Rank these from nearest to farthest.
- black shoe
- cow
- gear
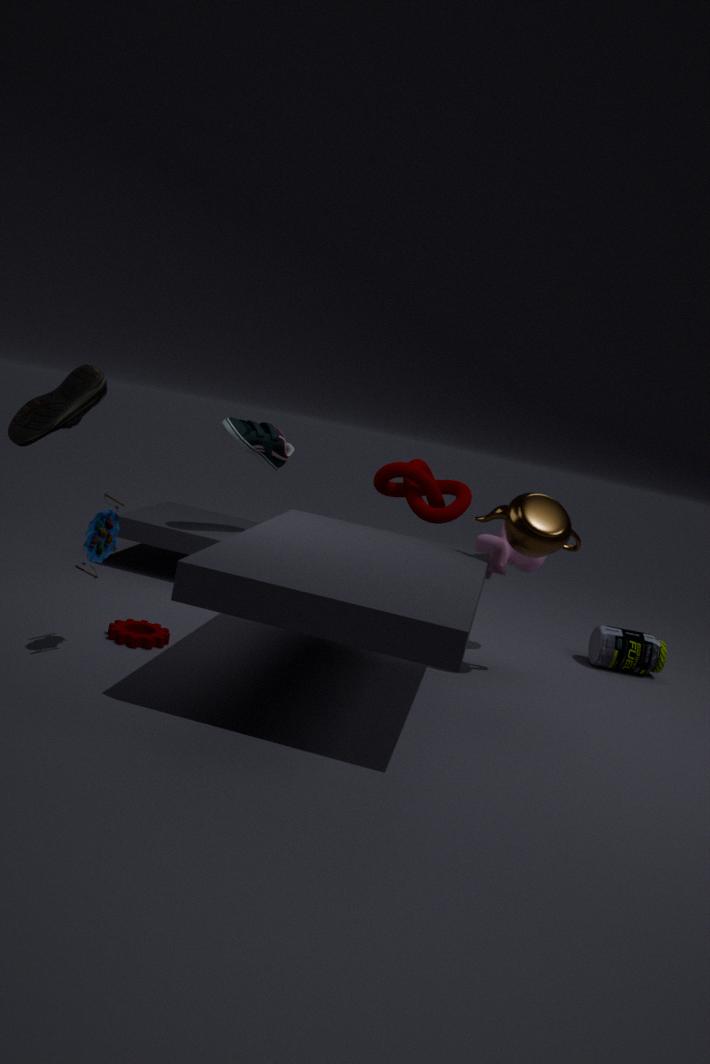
black shoe < gear < cow
